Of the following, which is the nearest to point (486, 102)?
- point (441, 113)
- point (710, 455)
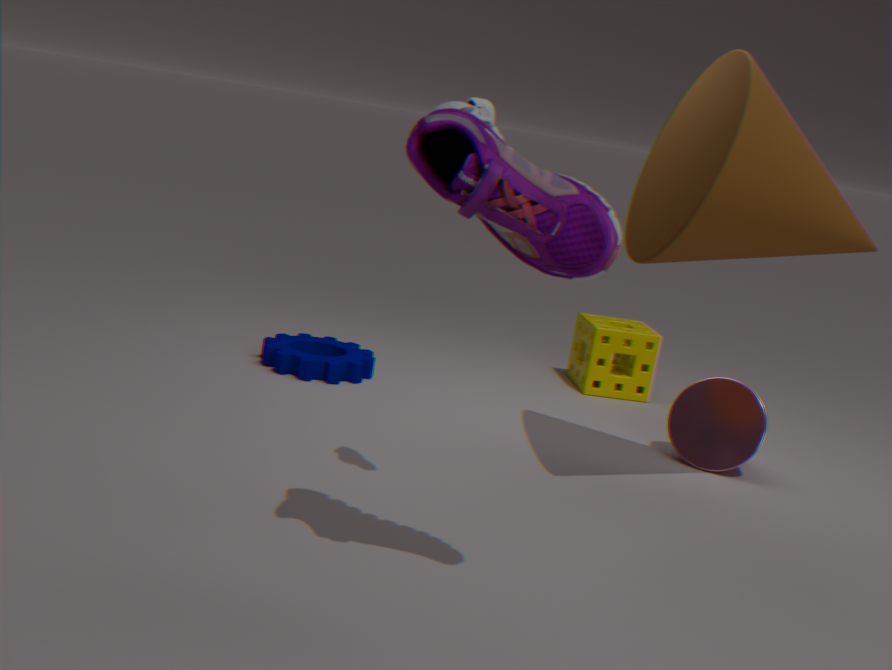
point (441, 113)
